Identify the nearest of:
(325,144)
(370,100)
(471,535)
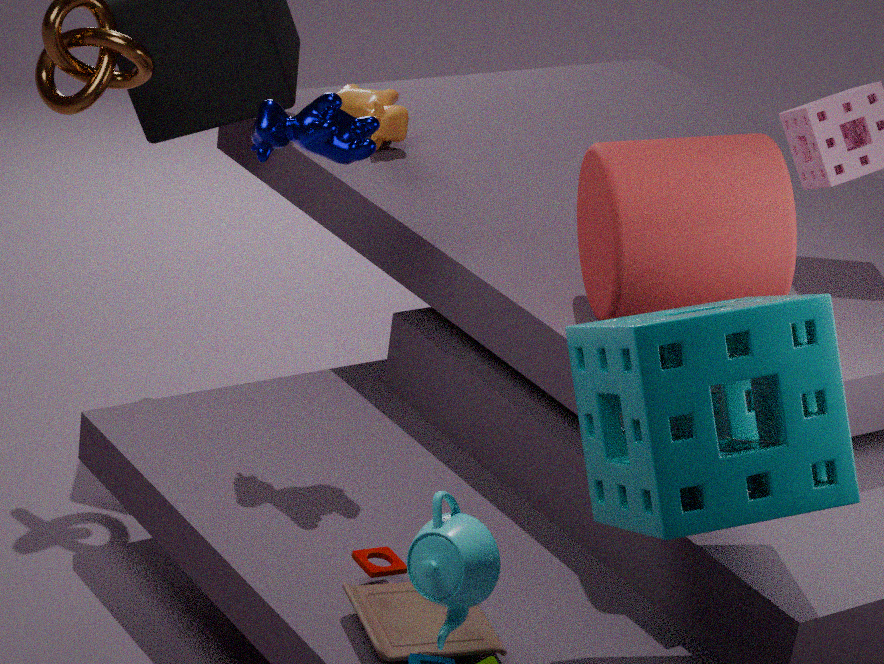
(471,535)
